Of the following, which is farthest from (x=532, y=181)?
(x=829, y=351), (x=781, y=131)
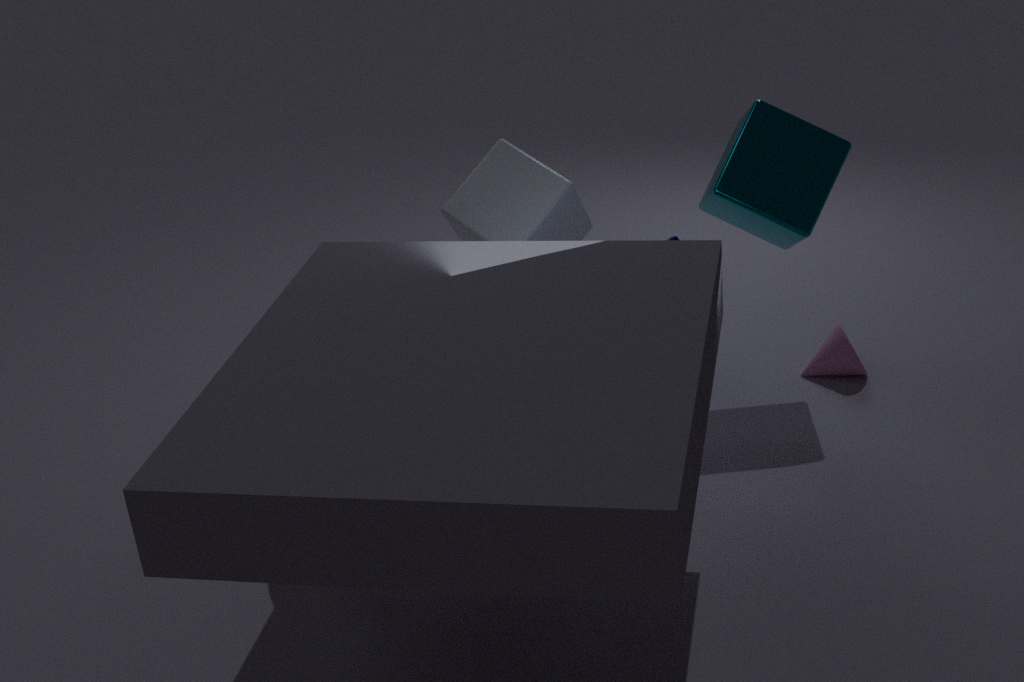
(x=829, y=351)
